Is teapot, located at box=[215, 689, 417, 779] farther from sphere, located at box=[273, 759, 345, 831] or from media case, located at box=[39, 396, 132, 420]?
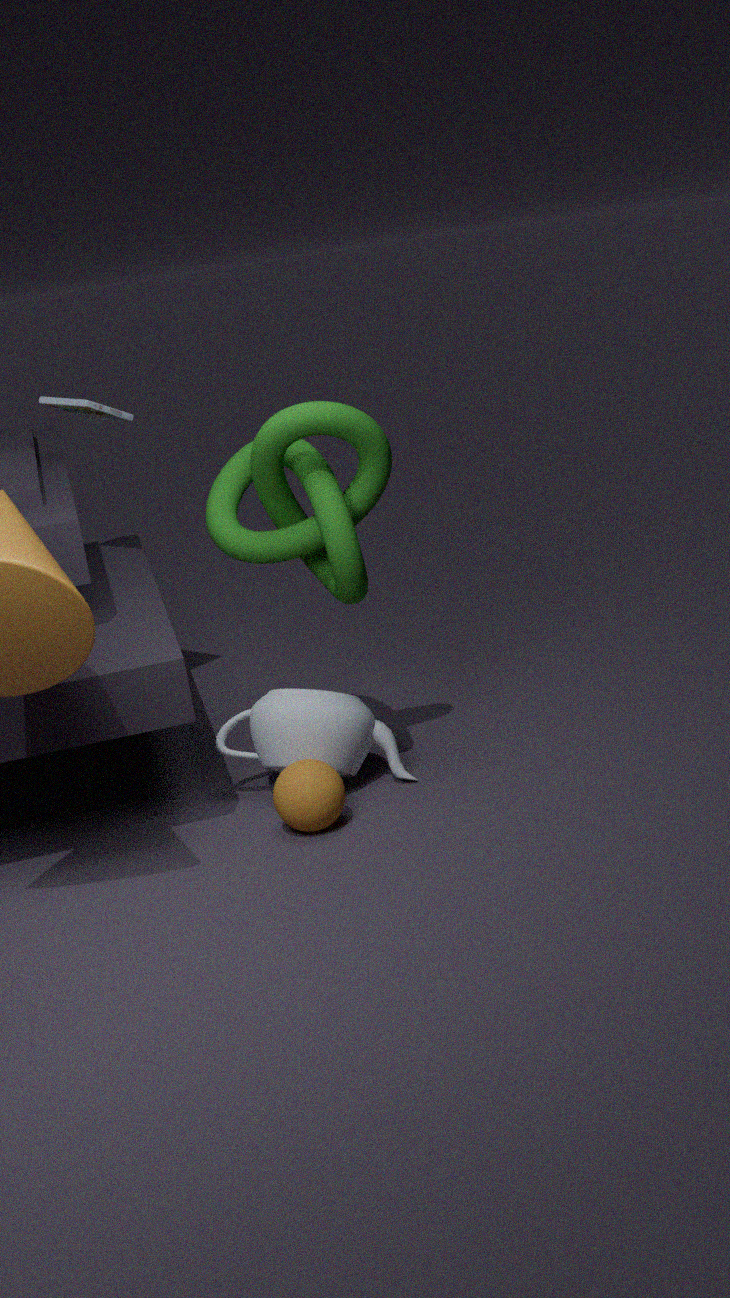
media case, located at box=[39, 396, 132, 420]
